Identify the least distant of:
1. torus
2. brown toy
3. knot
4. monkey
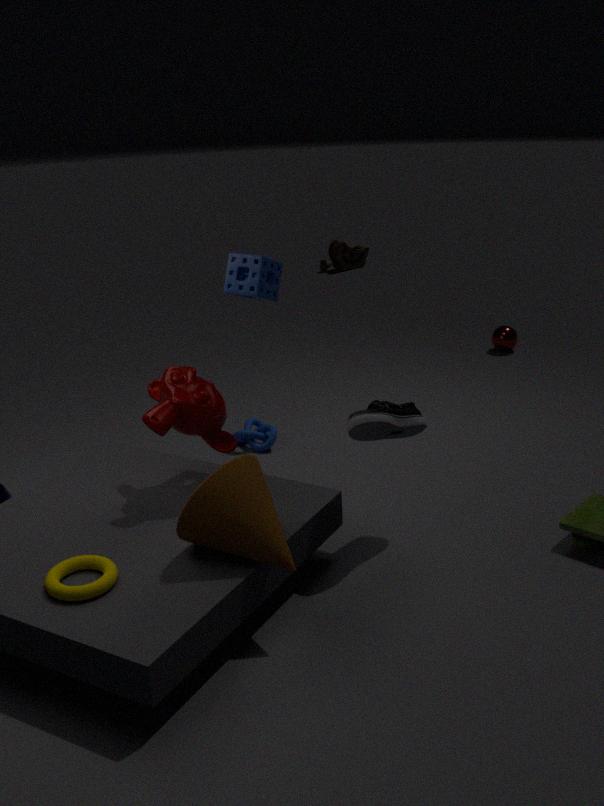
torus
